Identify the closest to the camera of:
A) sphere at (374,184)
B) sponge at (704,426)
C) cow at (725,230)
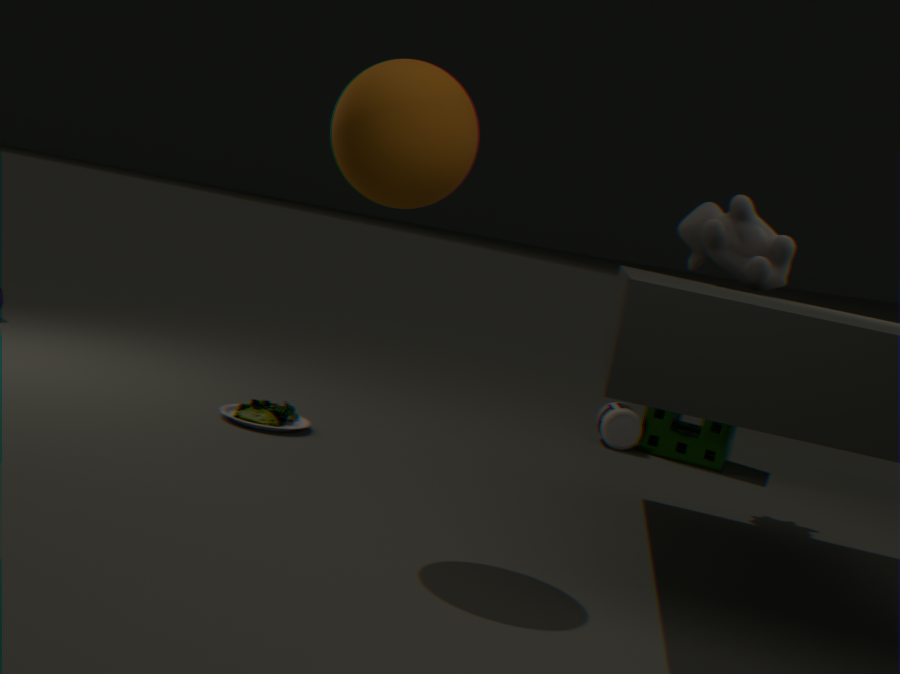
sphere at (374,184)
